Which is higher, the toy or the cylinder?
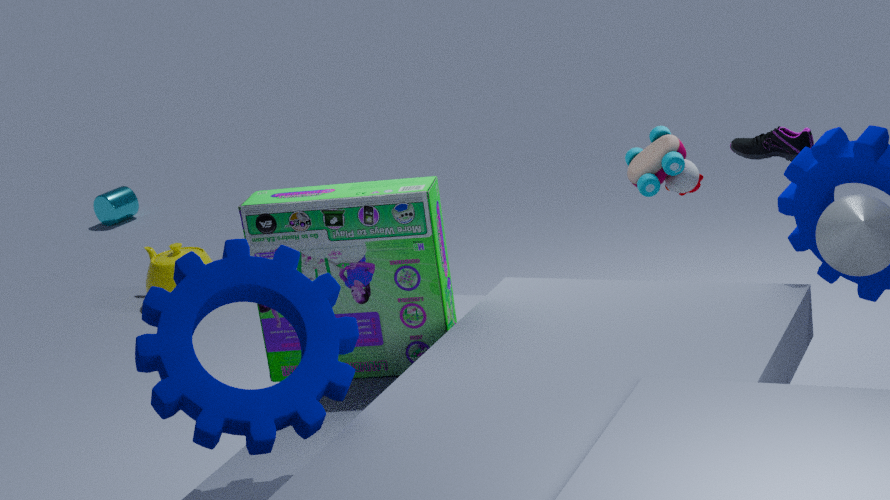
the toy
